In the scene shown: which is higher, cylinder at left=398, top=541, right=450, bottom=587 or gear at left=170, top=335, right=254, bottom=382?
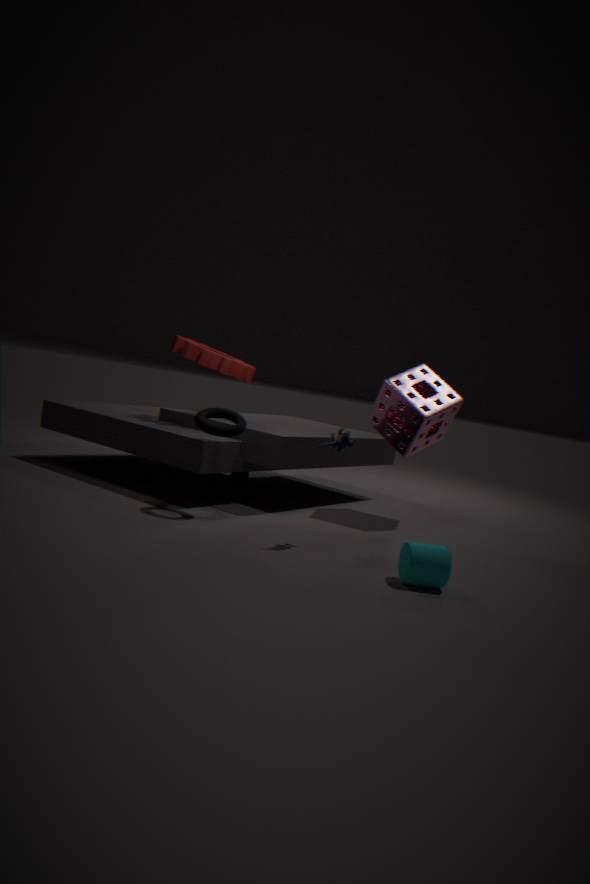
gear at left=170, top=335, right=254, bottom=382
